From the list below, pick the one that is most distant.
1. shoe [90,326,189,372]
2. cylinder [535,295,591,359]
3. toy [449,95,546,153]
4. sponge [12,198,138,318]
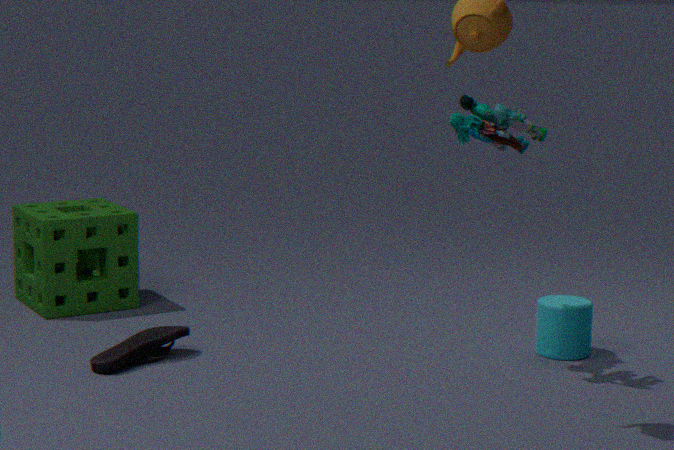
sponge [12,198,138,318]
